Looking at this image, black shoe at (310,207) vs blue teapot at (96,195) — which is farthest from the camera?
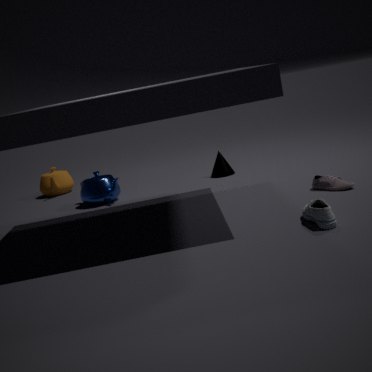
blue teapot at (96,195)
